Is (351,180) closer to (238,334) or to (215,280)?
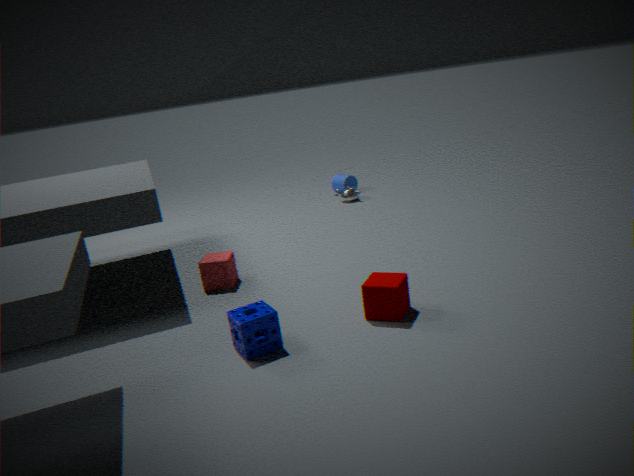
(215,280)
